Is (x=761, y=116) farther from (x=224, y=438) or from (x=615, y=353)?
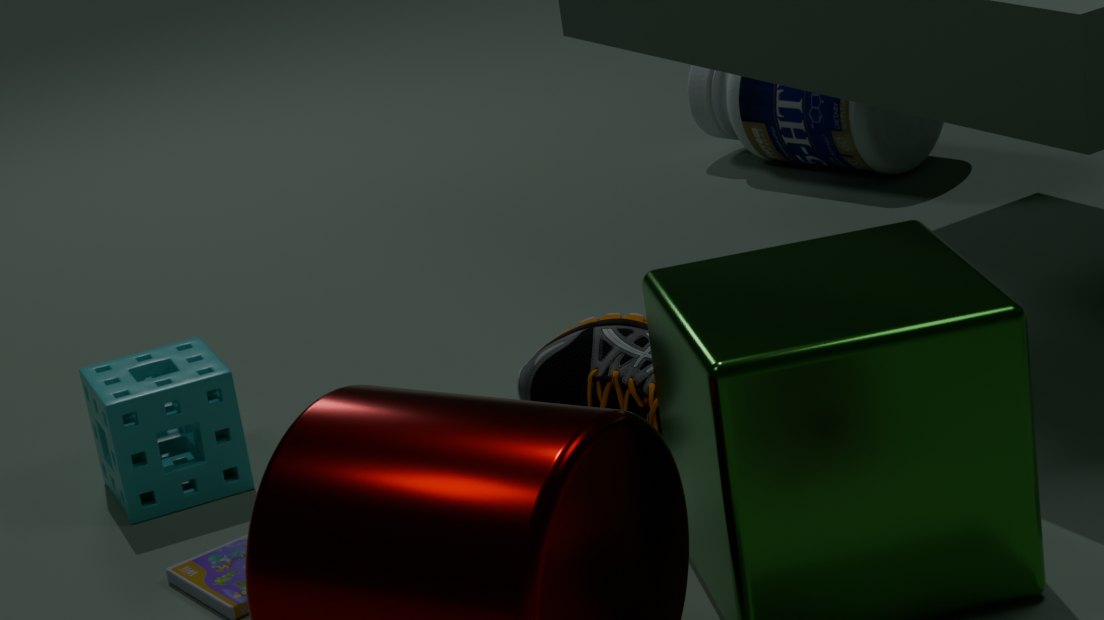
(x=224, y=438)
